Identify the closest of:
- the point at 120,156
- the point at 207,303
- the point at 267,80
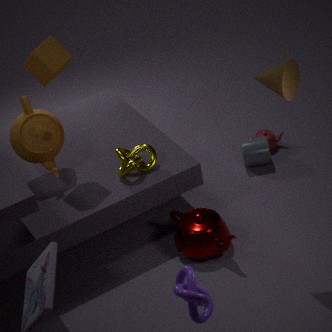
the point at 207,303
